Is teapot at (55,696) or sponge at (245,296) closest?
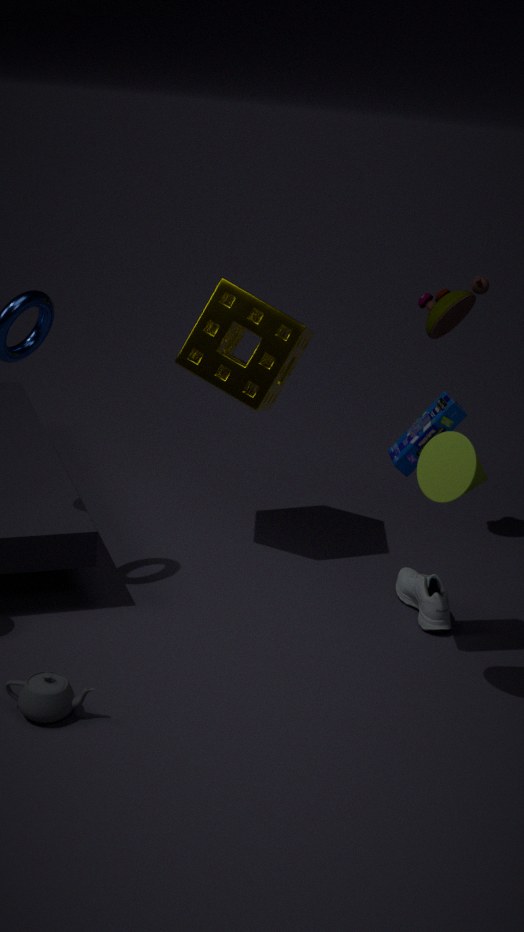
teapot at (55,696)
